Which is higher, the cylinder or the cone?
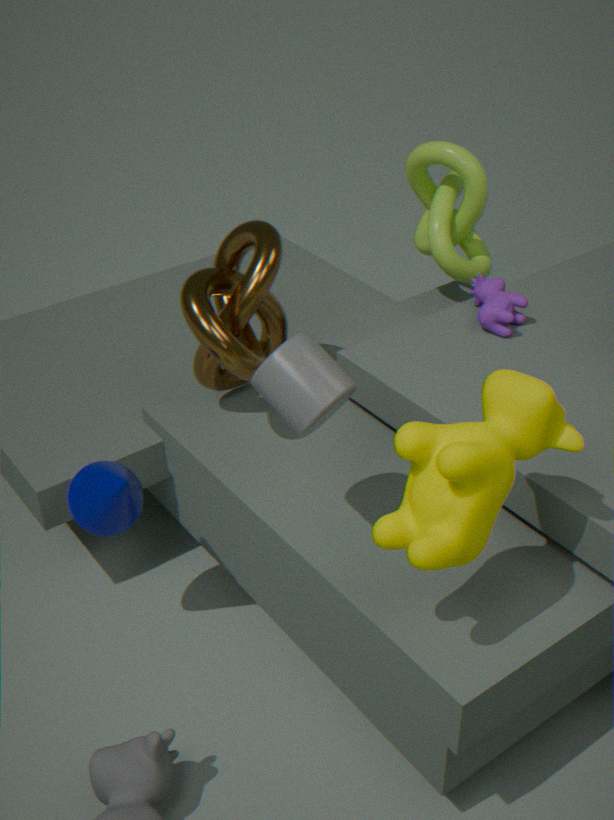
the cylinder
